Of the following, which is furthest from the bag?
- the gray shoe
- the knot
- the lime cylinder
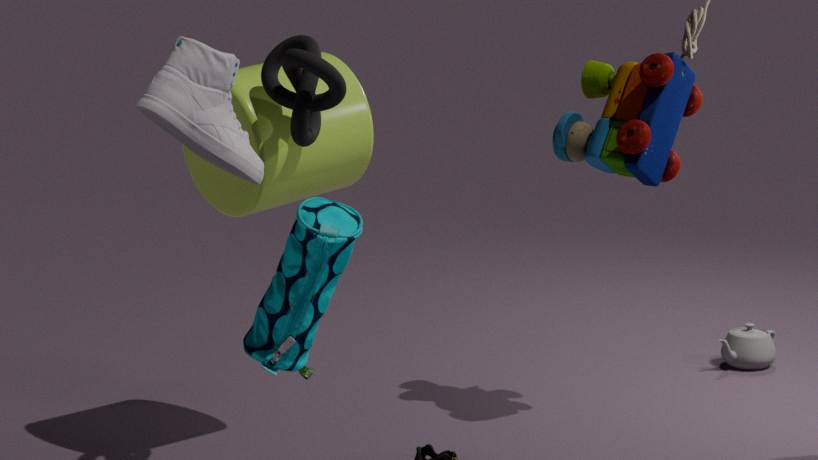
the lime cylinder
